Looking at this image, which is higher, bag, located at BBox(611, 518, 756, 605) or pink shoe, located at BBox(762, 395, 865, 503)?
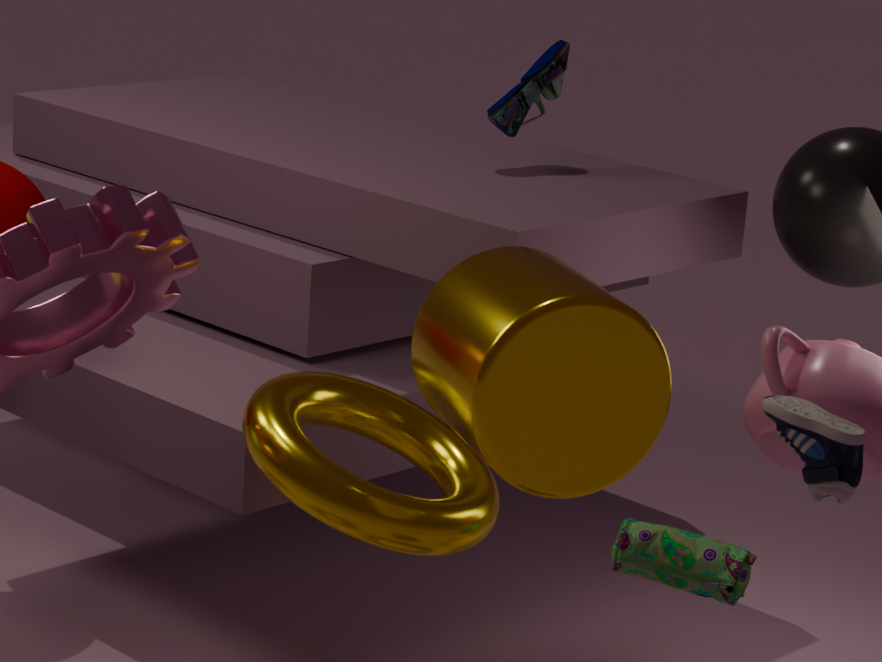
pink shoe, located at BBox(762, 395, 865, 503)
